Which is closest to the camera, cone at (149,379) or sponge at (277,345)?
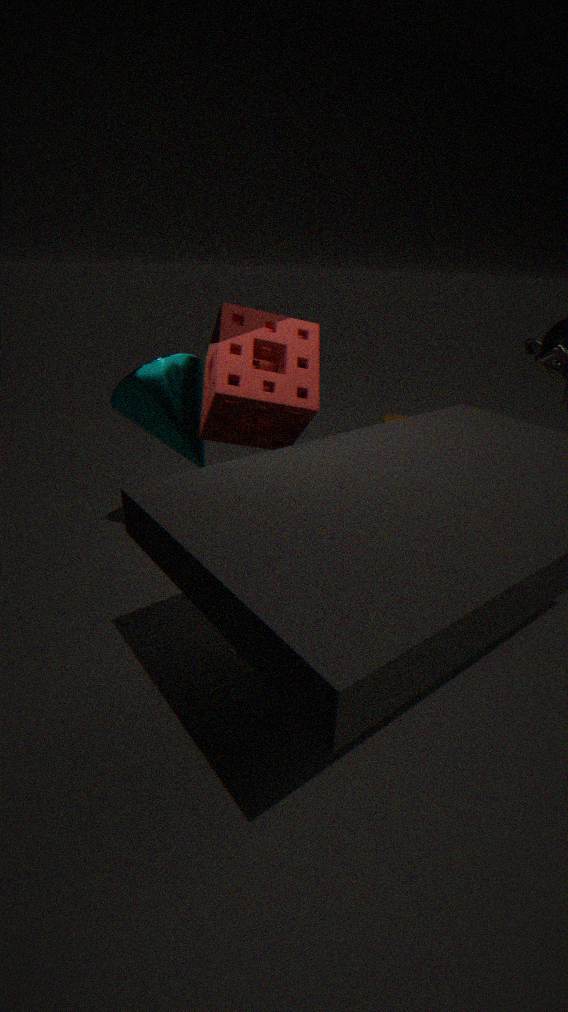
sponge at (277,345)
